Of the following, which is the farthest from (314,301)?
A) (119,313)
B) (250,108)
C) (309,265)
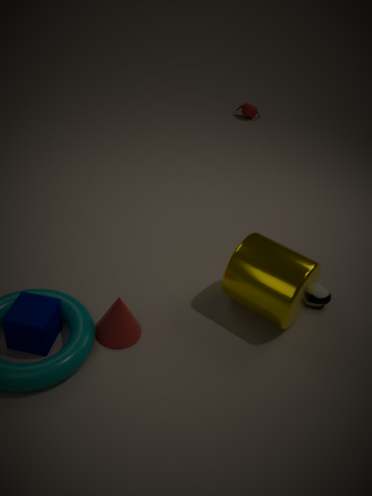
(250,108)
